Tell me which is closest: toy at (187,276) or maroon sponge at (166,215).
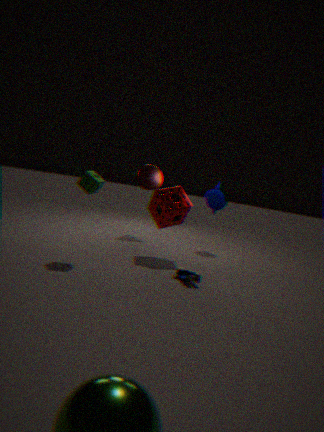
toy at (187,276)
